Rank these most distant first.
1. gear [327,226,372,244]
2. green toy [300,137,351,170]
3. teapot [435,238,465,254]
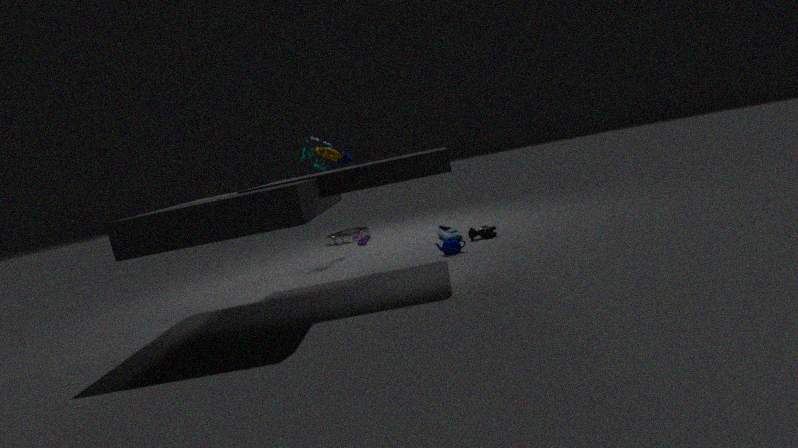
gear [327,226,372,244], green toy [300,137,351,170], teapot [435,238,465,254]
